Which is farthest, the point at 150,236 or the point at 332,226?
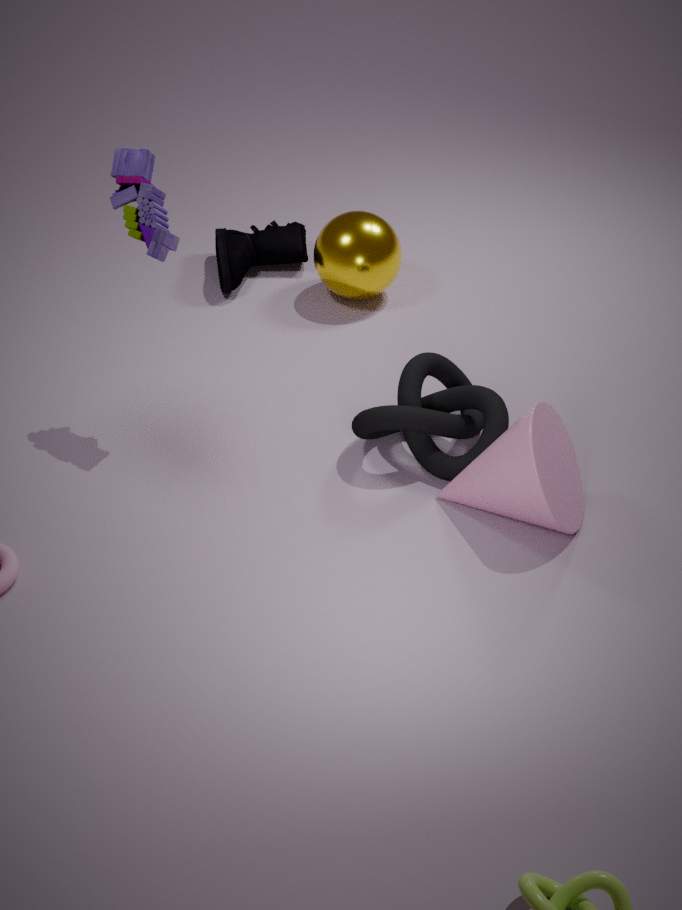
the point at 332,226
